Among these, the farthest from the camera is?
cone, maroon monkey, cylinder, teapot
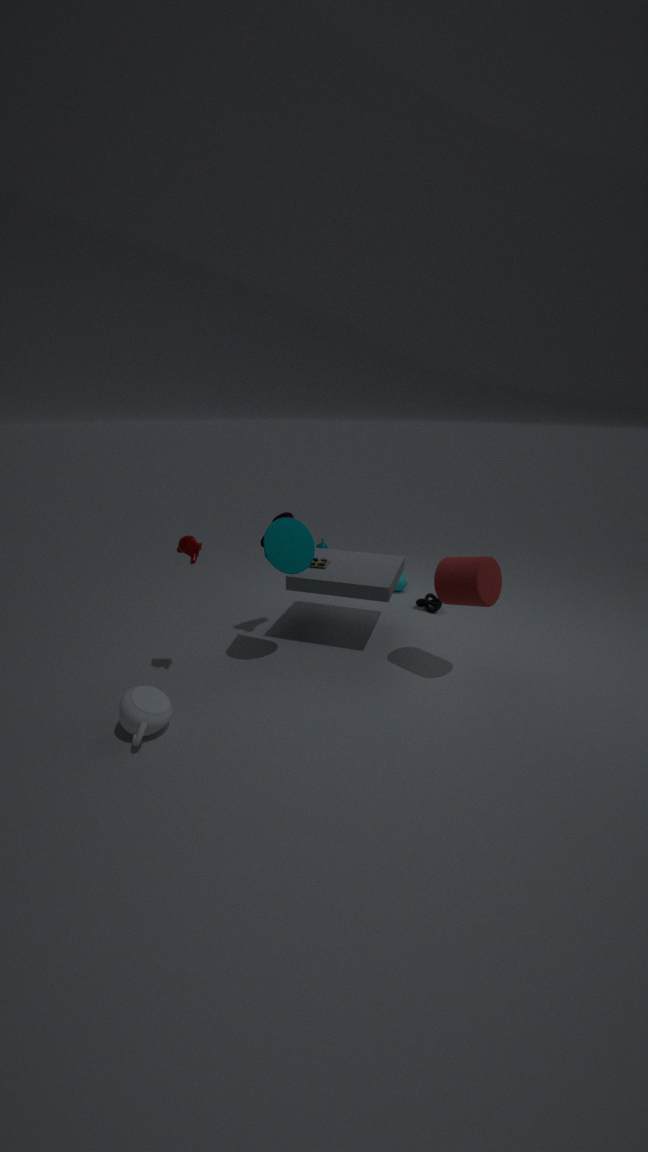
cone
